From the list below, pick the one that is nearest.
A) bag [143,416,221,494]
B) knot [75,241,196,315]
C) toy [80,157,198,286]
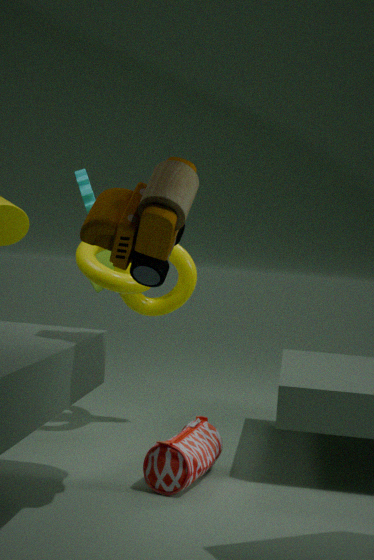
toy [80,157,198,286]
